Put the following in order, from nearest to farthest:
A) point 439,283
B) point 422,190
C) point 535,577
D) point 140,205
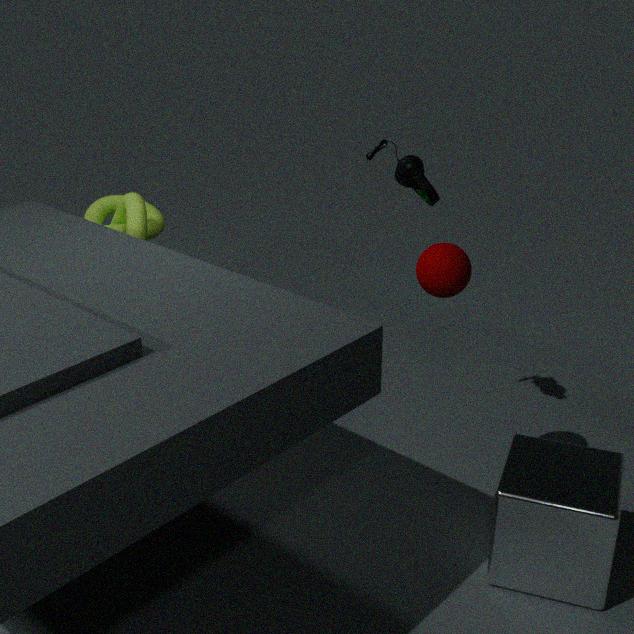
point 535,577
point 439,283
point 422,190
point 140,205
